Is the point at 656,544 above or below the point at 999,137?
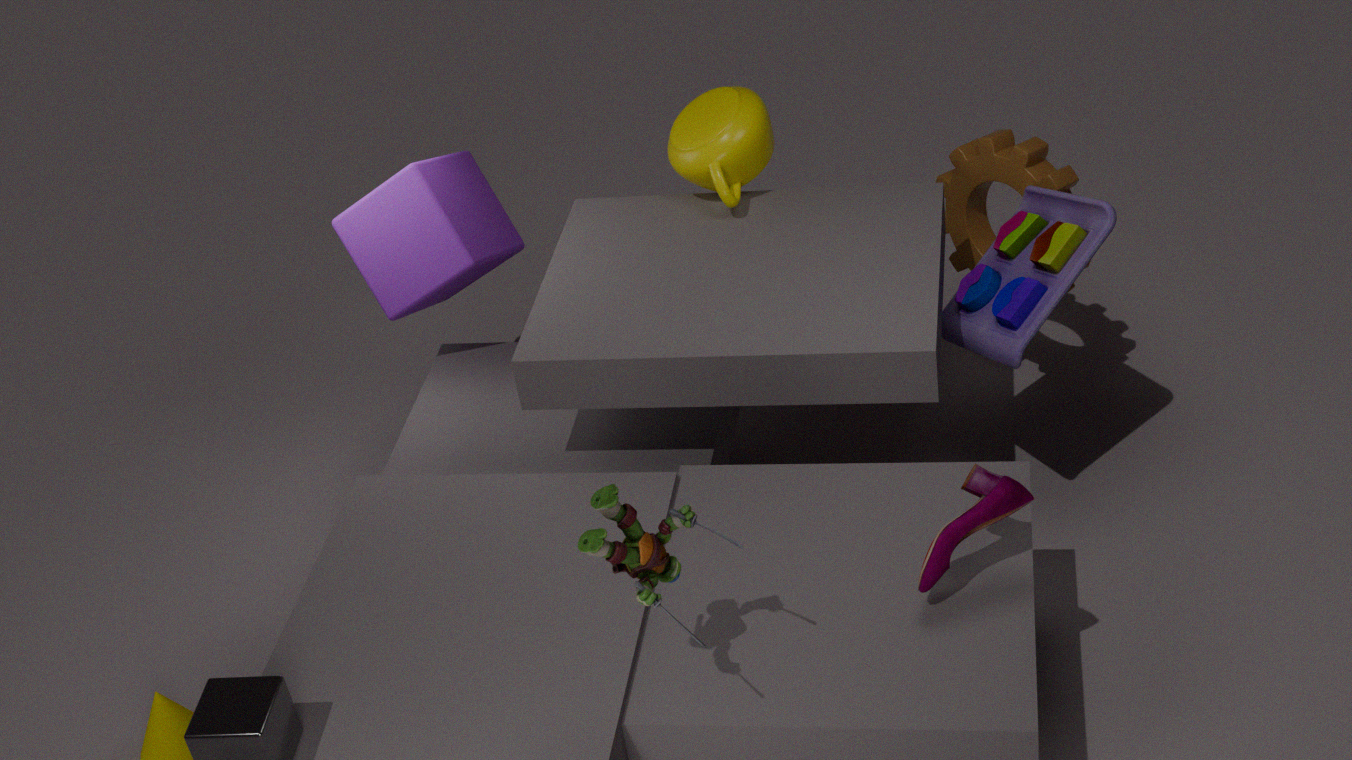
above
